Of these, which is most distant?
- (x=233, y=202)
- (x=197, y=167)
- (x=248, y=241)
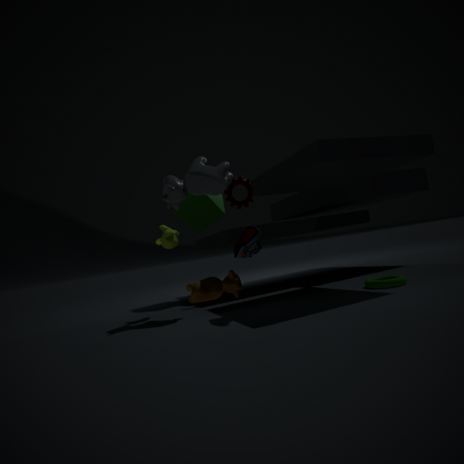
(x=233, y=202)
